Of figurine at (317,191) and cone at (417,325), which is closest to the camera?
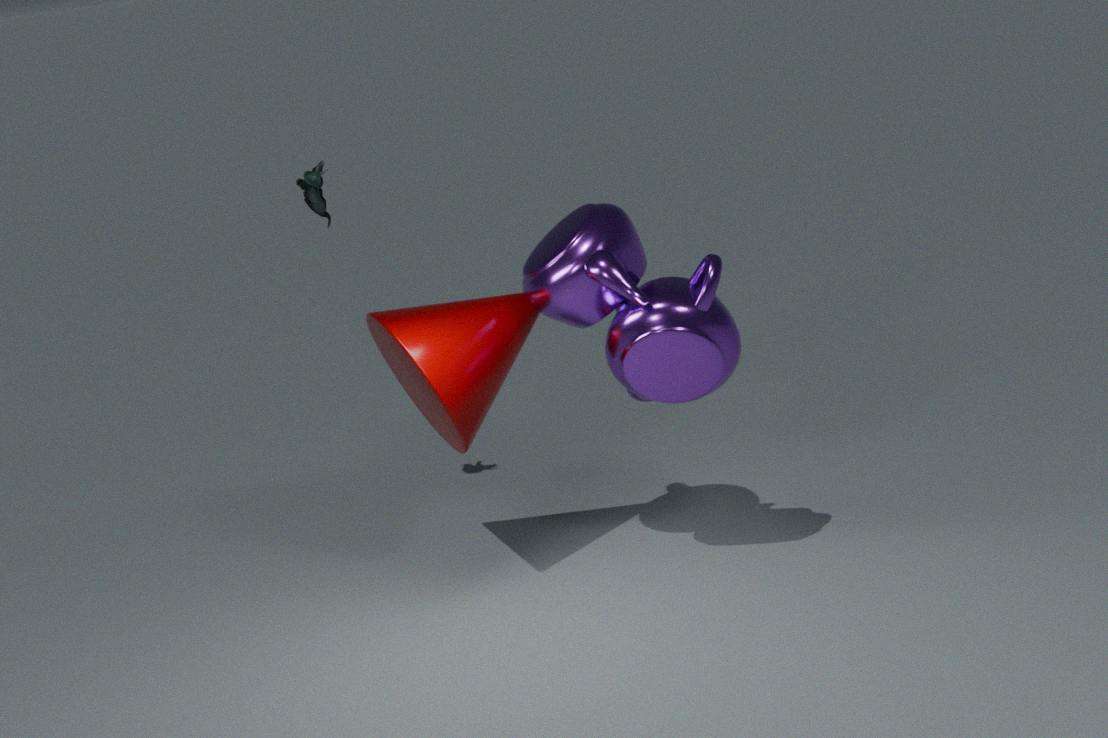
cone at (417,325)
